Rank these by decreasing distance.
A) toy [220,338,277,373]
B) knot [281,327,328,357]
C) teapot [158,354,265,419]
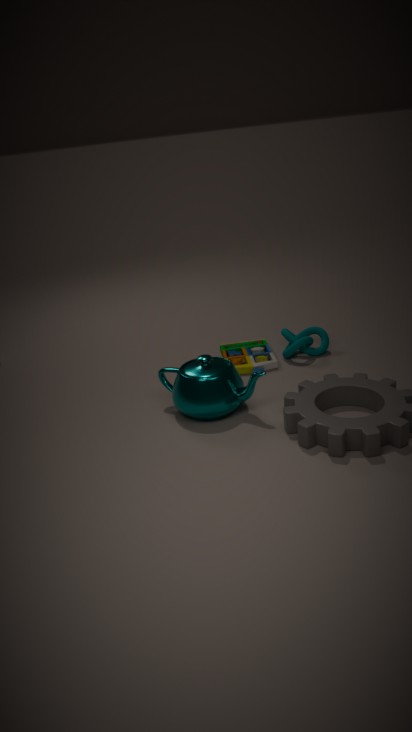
knot [281,327,328,357] → toy [220,338,277,373] → teapot [158,354,265,419]
